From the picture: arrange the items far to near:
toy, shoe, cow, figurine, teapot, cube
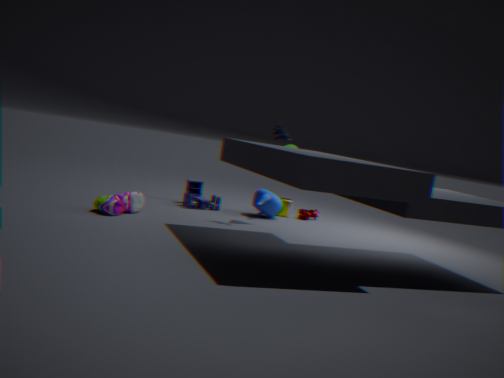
cube < cow < teapot < toy < figurine < shoe
